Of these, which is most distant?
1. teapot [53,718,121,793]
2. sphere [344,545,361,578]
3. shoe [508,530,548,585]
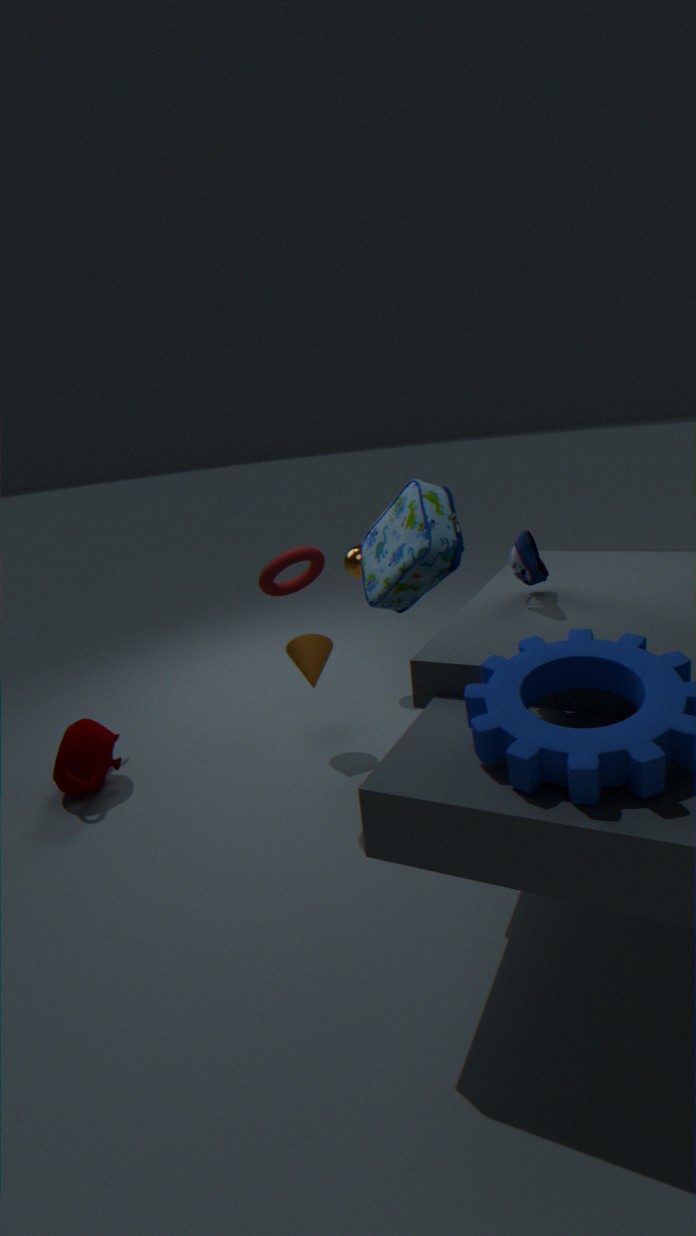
sphere [344,545,361,578]
